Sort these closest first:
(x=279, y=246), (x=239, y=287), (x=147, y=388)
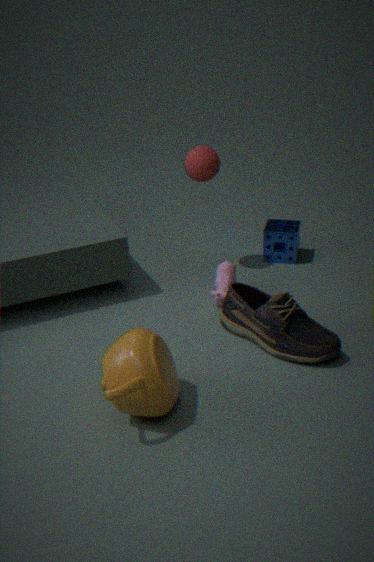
(x=147, y=388) → (x=239, y=287) → (x=279, y=246)
